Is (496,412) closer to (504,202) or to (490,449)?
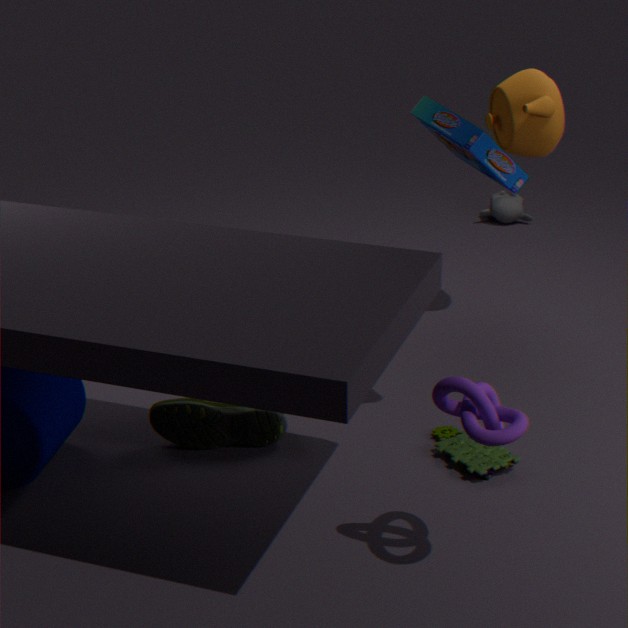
(490,449)
